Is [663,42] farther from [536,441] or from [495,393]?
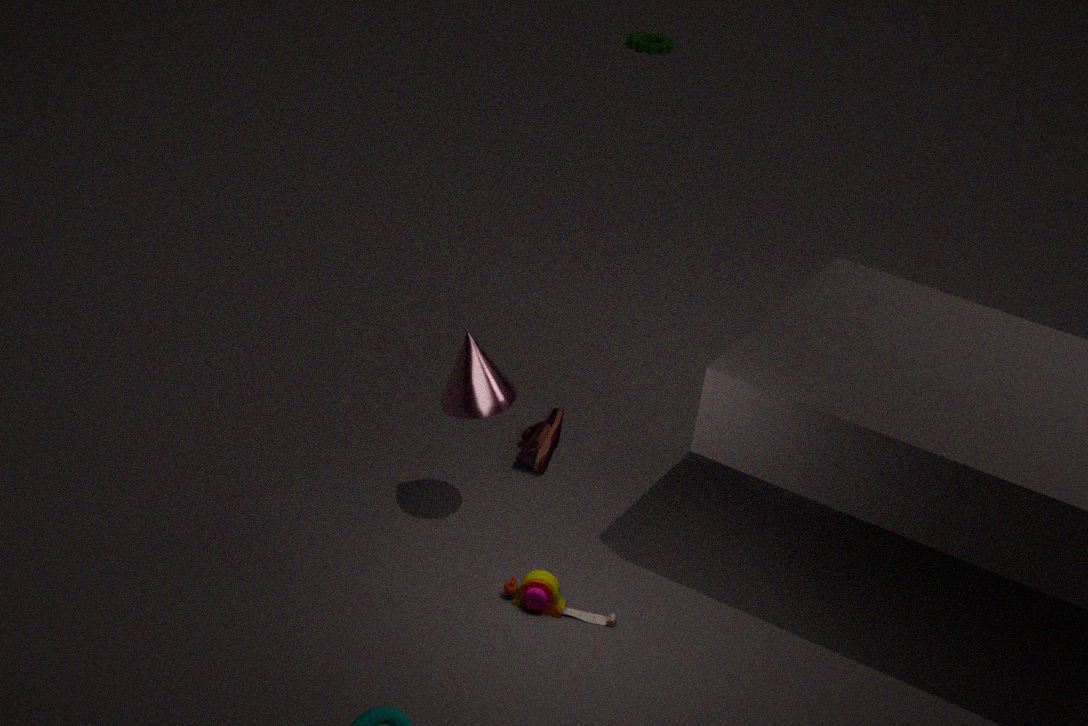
[495,393]
